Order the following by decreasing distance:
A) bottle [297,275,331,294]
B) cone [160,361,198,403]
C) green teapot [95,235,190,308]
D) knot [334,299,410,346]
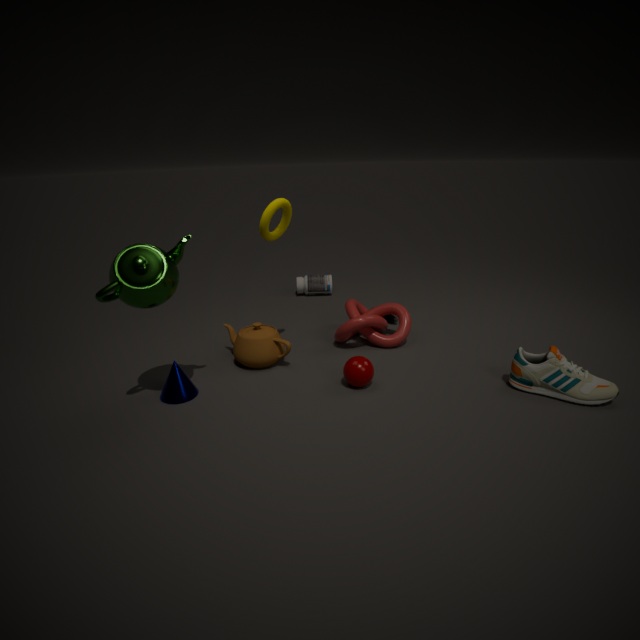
bottle [297,275,331,294] < knot [334,299,410,346] < cone [160,361,198,403] < green teapot [95,235,190,308]
